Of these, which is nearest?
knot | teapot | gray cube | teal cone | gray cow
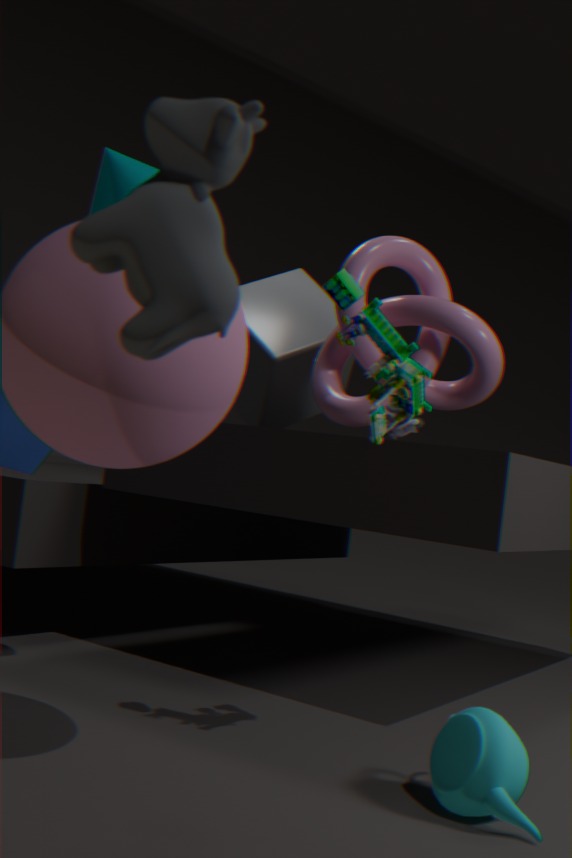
gray cow
